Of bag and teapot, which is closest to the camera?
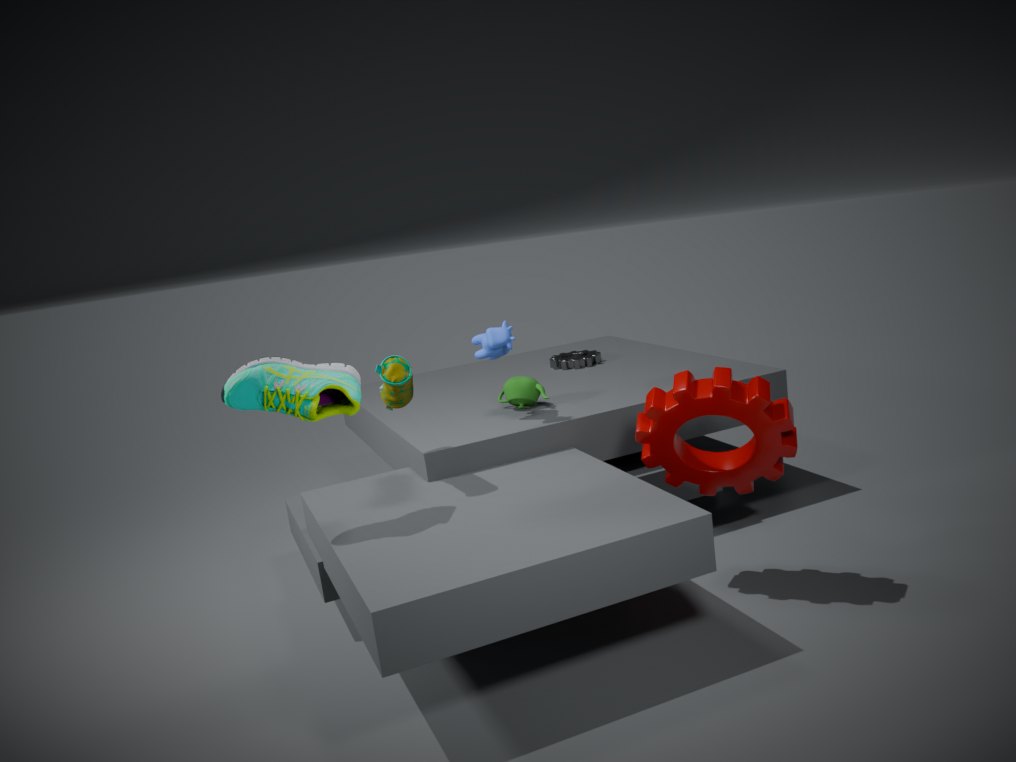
bag
